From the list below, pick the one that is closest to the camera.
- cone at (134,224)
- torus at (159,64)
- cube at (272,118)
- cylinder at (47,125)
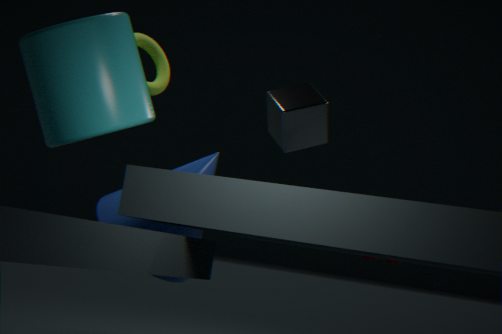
cylinder at (47,125)
